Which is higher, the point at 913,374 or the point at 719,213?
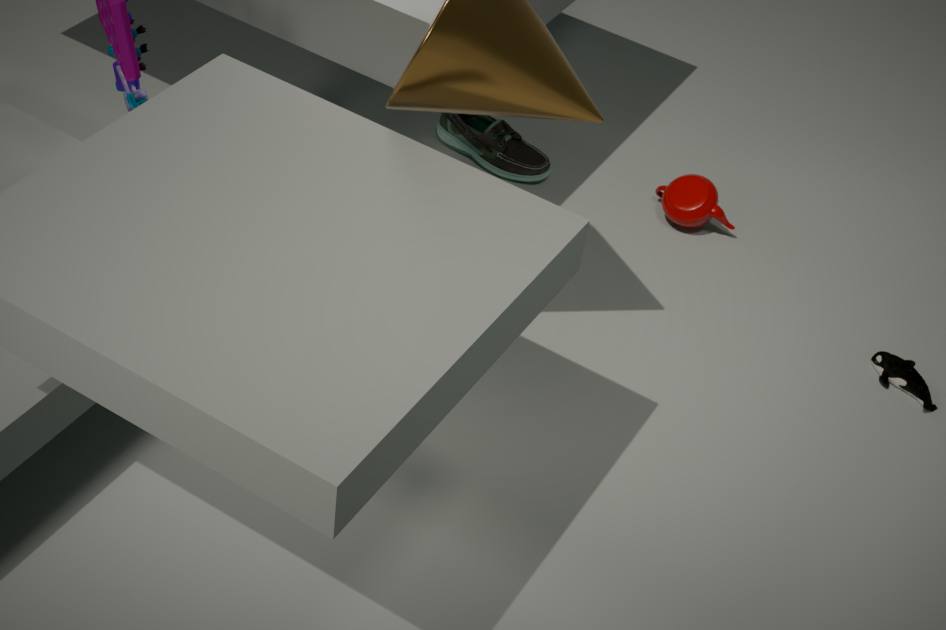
the point at 719,213
